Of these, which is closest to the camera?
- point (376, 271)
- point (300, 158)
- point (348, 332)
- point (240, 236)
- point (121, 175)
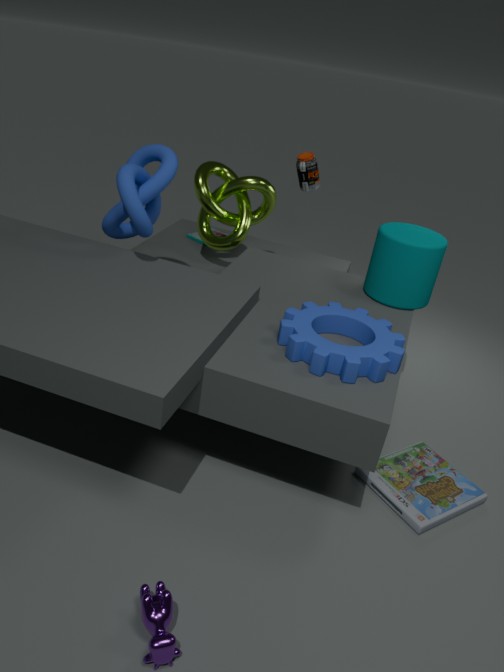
point (121, 175)
